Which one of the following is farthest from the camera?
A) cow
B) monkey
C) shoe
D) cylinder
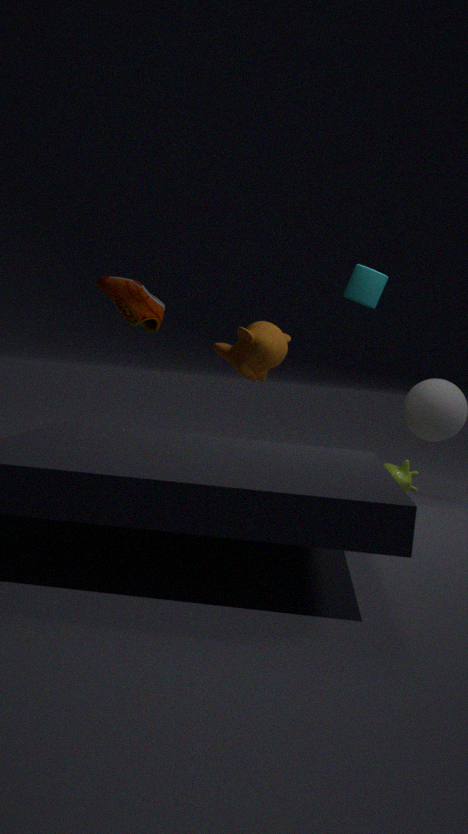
shoe
